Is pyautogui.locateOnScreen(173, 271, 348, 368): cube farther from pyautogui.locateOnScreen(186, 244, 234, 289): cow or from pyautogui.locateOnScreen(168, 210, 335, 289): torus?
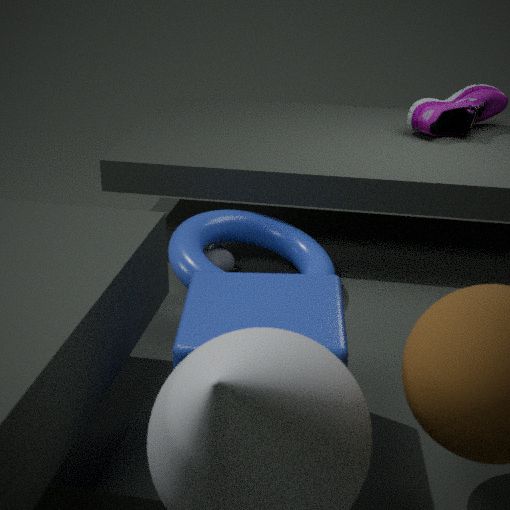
pyautogui.locateOnScreen(186, 244, 234, 289): cow
